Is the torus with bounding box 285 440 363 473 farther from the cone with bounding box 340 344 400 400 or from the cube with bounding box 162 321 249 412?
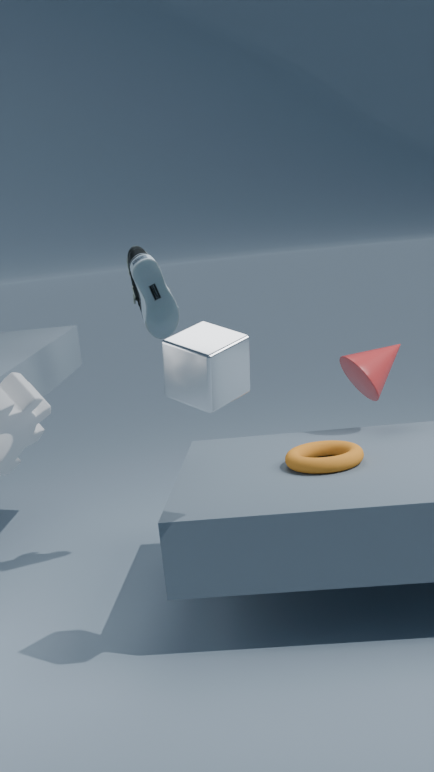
the cube with bounding box 162 321 249 412
